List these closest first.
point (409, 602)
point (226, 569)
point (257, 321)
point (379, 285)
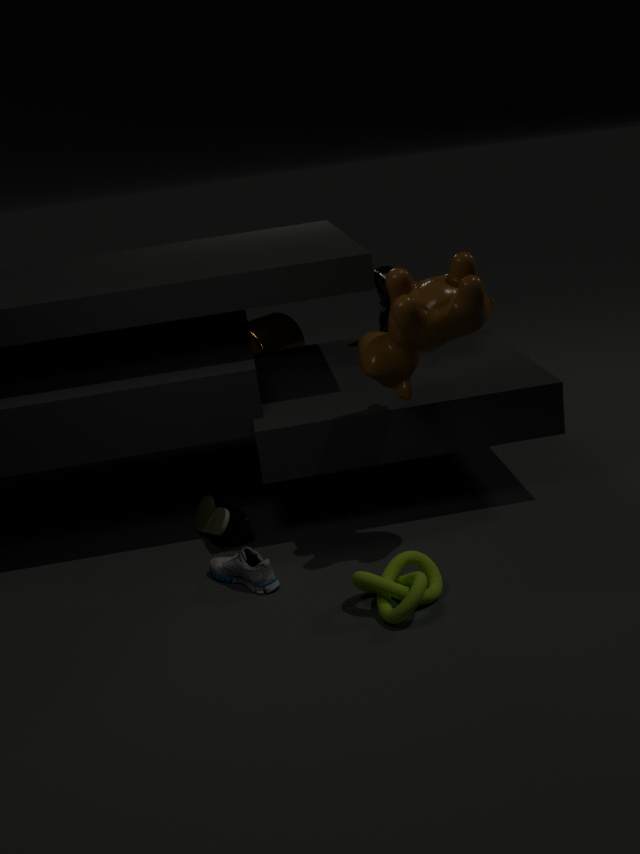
point (409, 602)
point (226, 569)
point (379, 285)
point (257, 321)
